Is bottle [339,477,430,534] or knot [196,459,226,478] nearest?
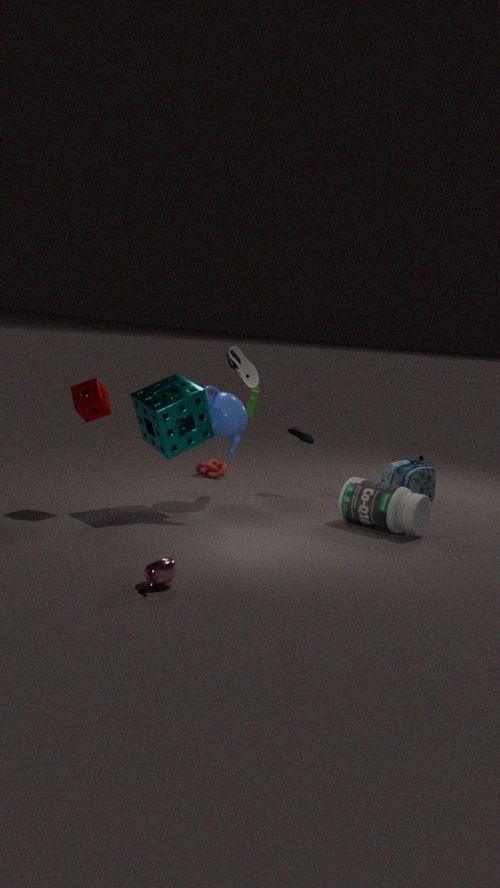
bottle [339,477,430,534]
